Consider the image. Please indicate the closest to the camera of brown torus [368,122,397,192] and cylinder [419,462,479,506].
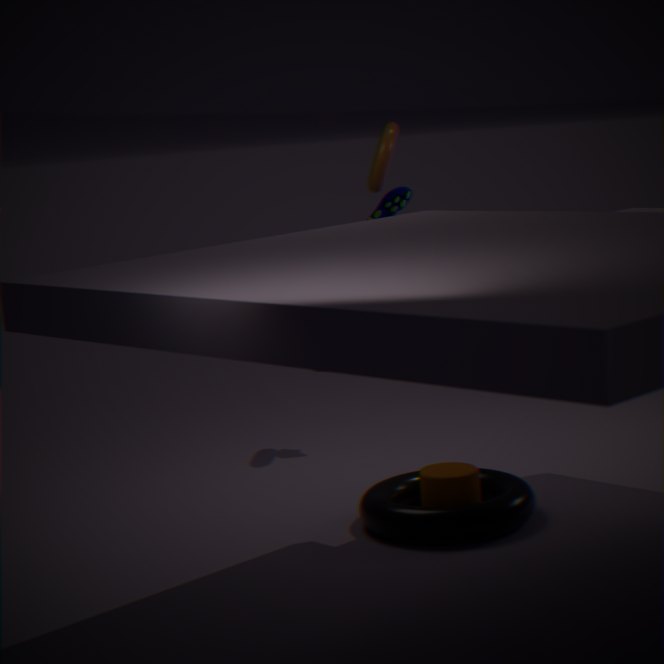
cylinder [419,462,479,506]
